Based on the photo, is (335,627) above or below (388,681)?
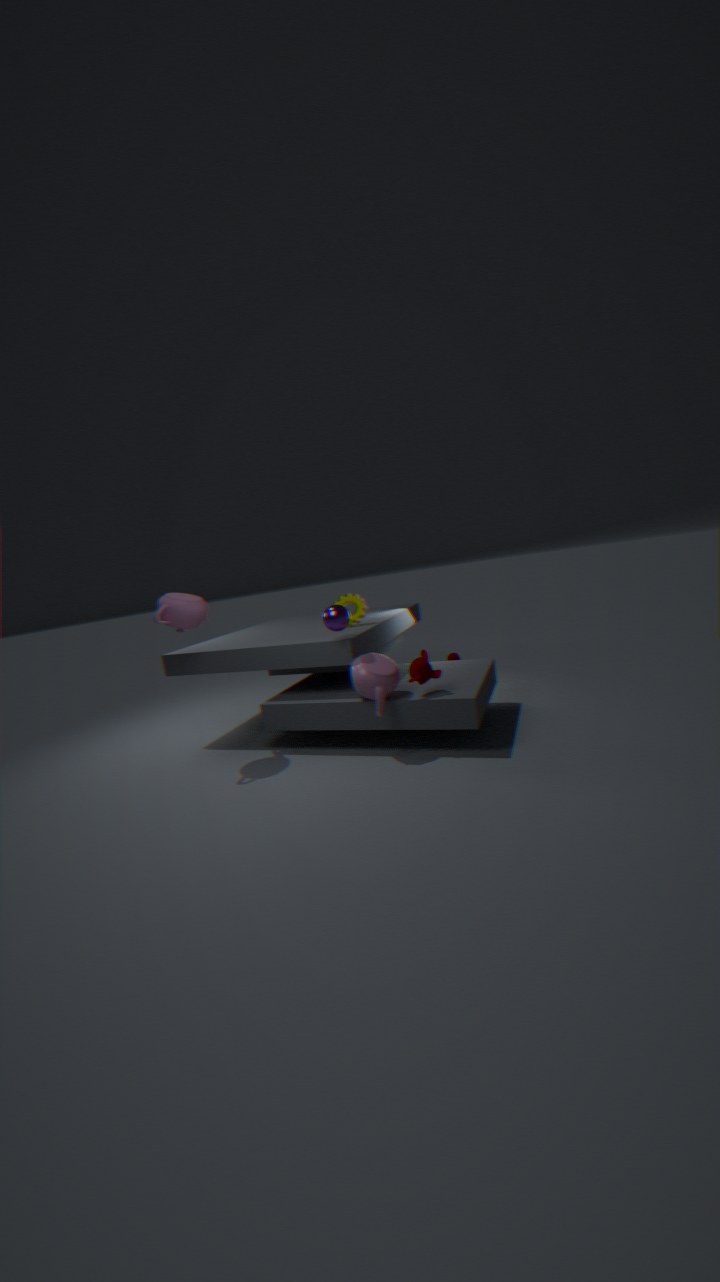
above
